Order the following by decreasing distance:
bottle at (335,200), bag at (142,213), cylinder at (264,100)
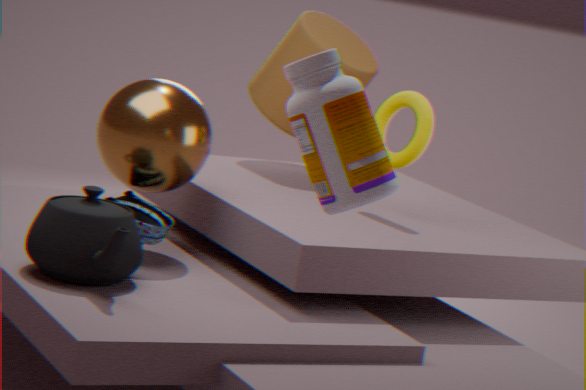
cylinder at (264,100) → bag at (142,213) → bottle at (335,200)
